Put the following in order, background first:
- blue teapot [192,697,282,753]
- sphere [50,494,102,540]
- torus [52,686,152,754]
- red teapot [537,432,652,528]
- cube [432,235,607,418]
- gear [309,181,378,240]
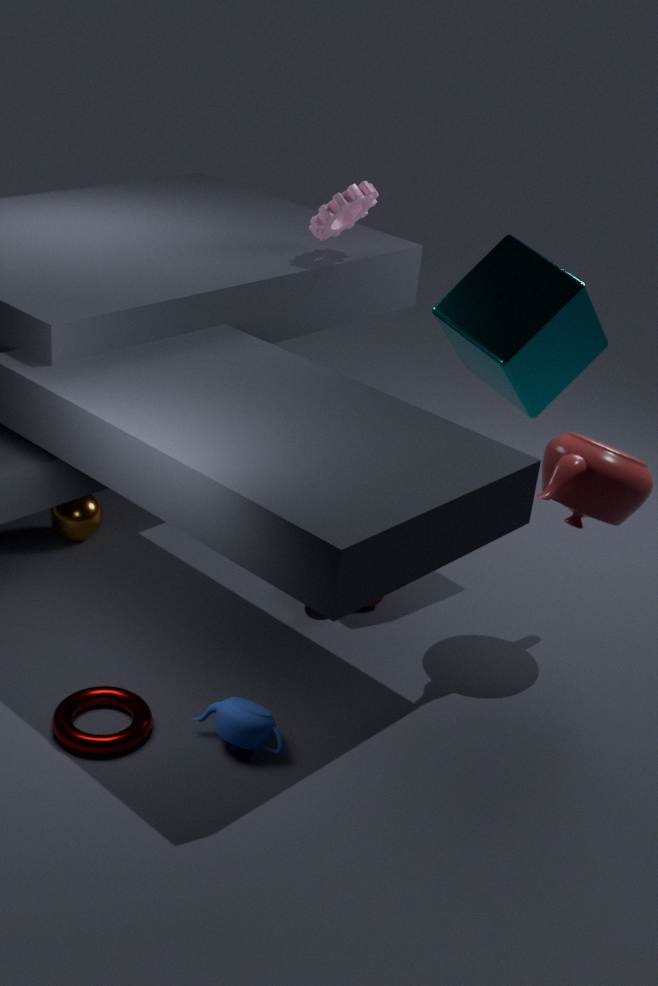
gear [309,181,378,240] → sphere [50,494,102,540] → cube [432,235,607,418] → red teapot [537,432,652,528] → blue teapot [192,697,282,753] → torus [52,686,152,754]
